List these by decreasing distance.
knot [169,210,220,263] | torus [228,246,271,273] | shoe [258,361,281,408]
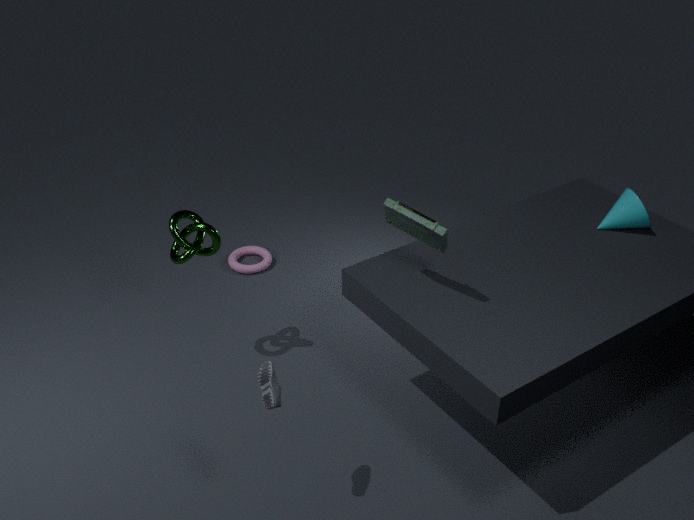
torus [228,246,271,273] < knot [169,210,220,263] < shoe [258,361,281,408]
